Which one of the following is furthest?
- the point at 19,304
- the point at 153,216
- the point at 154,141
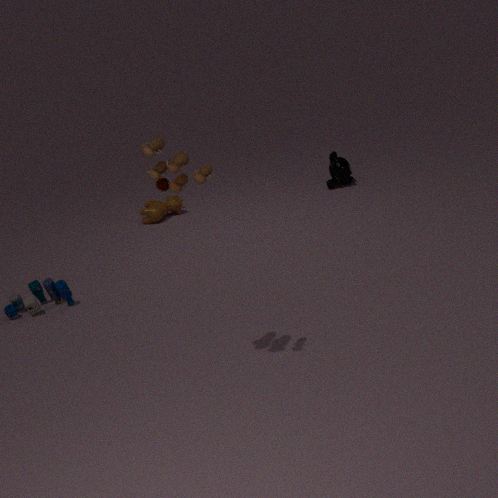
the point at 153,216
